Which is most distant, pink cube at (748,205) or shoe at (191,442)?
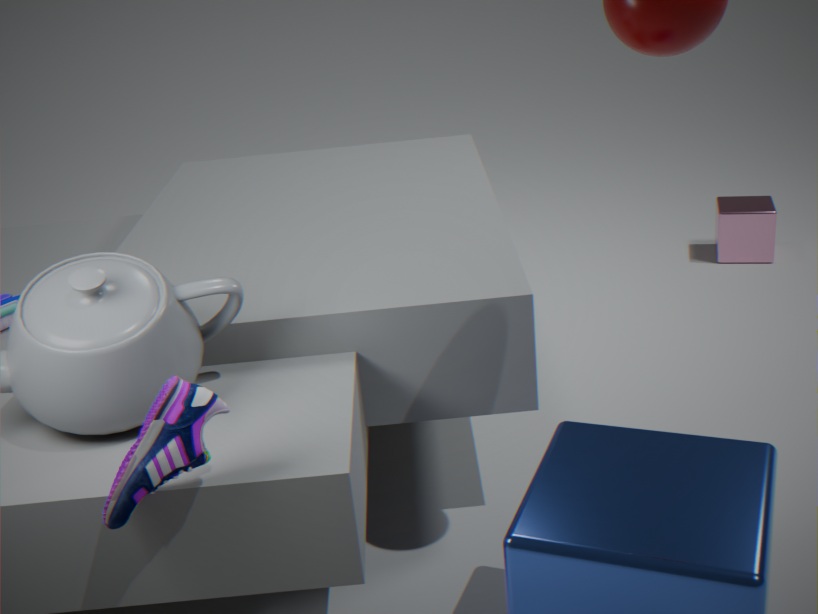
Result: pink cube at (748,205)
